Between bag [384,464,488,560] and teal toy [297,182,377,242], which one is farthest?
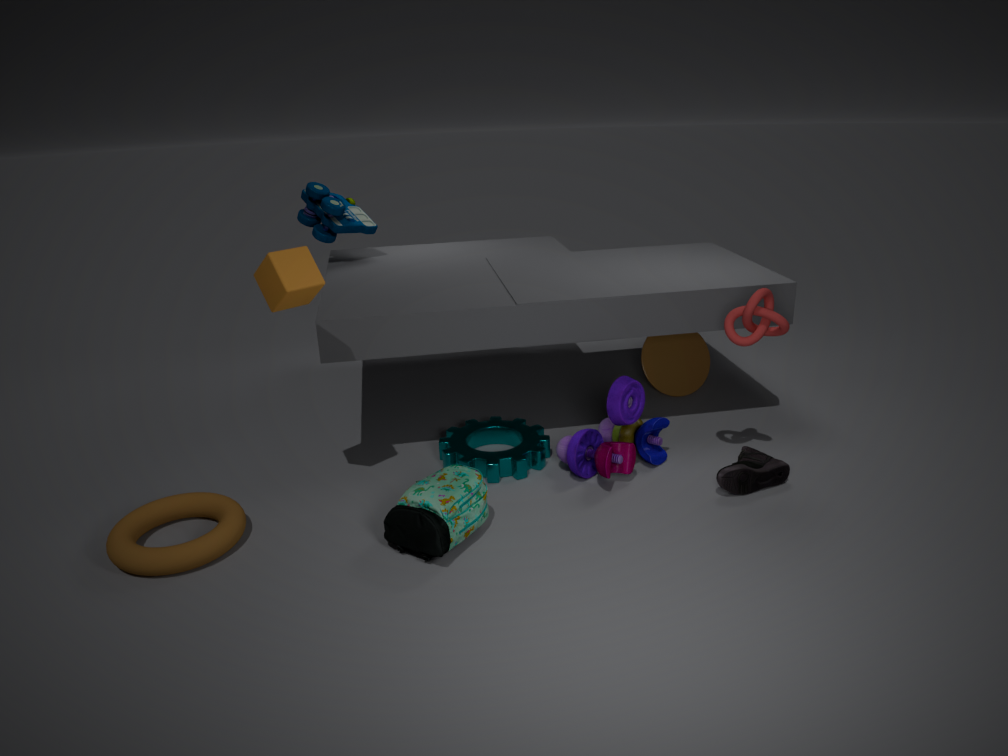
teal toy [297,182,377,242]
